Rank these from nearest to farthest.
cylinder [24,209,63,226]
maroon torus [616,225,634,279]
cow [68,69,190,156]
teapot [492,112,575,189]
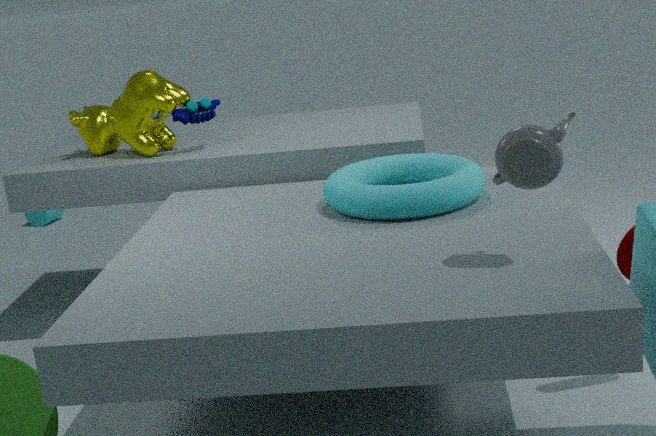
teapot [492,112,575,189] < maroon torus [616,225,634,279] < cow [68,69,190,156] < cylinder [24,209,63,226]
